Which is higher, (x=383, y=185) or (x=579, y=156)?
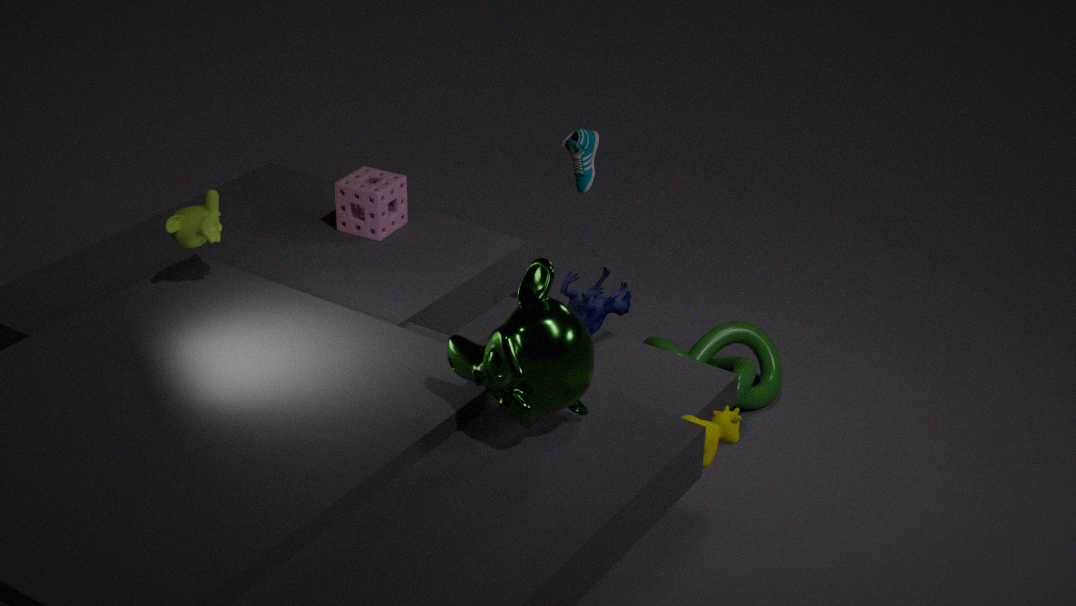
(x=383, y=185)
